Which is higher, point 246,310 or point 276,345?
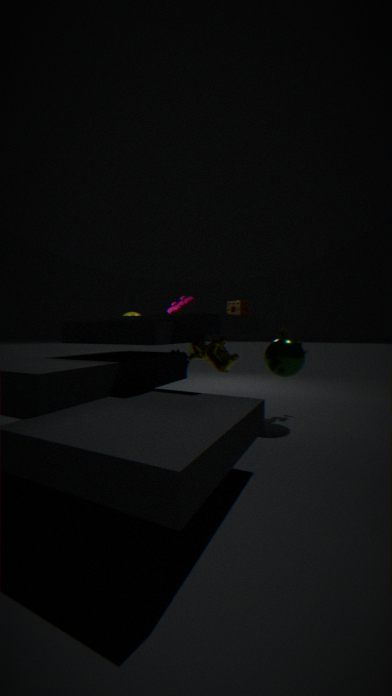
point 246,310
